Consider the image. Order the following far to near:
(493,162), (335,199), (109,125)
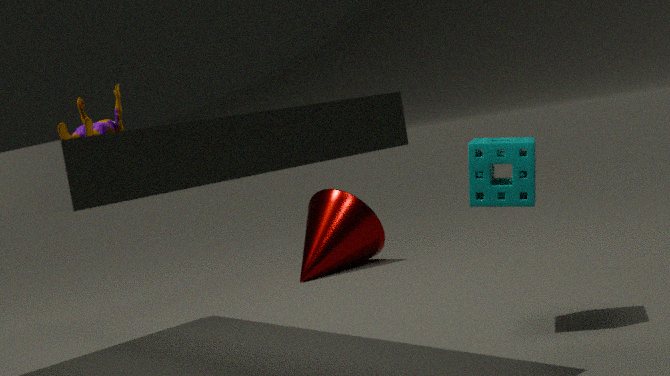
1. (335,199)
2. (493,162)
3. (109,125)
